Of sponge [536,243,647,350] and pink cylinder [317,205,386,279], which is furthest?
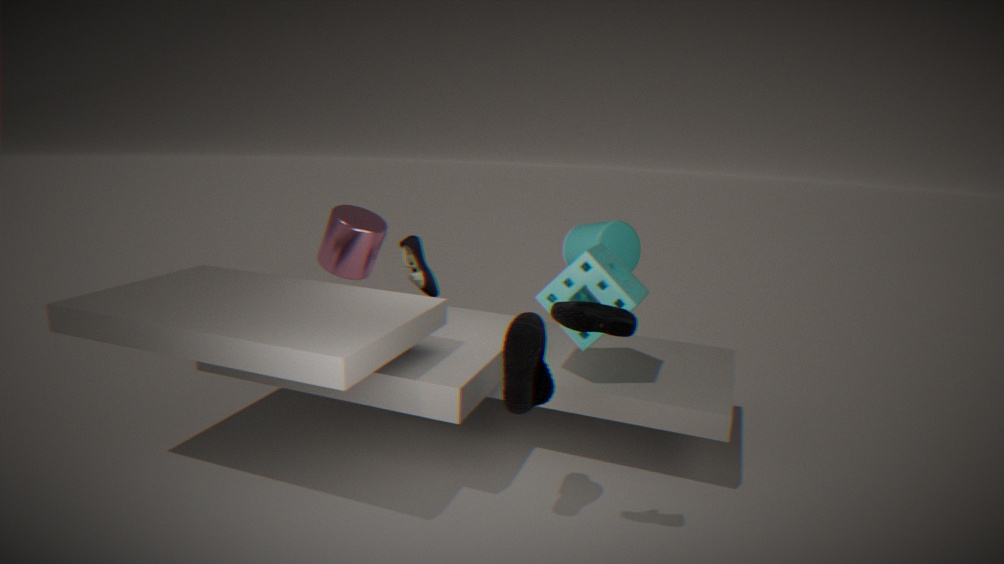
pink cylinder [317,205,386,279]
